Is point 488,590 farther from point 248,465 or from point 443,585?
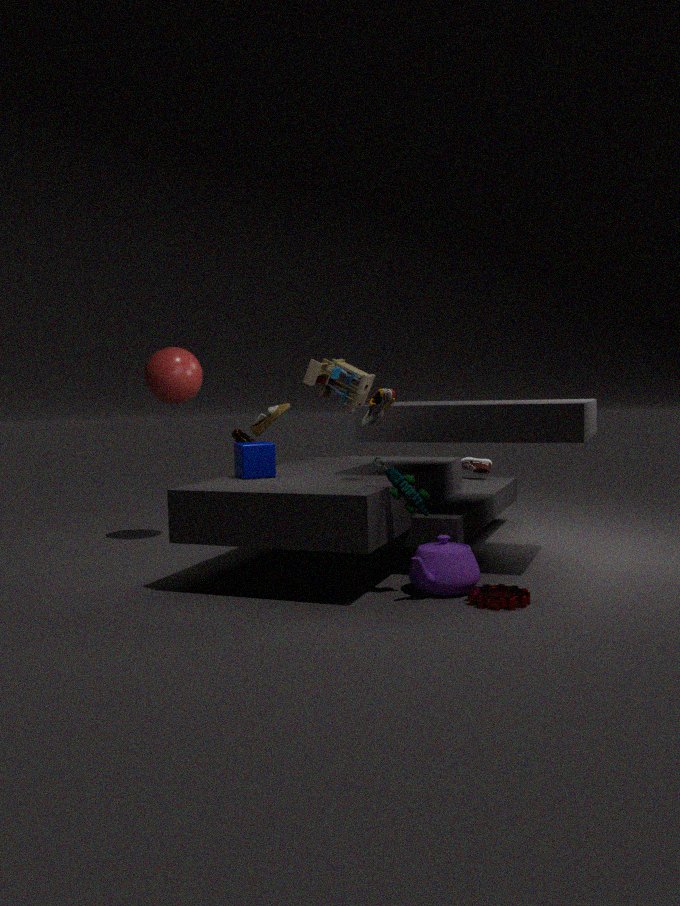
point 248,465
